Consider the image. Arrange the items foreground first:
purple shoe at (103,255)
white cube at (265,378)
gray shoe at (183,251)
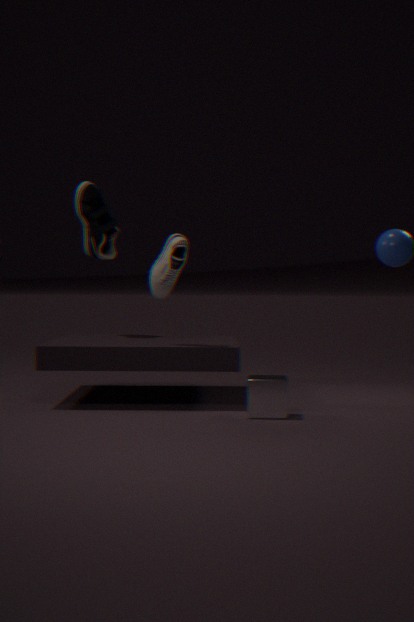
white cube at (265,378) < gray shoe at (183,251) < purple shoe at (103,255)
